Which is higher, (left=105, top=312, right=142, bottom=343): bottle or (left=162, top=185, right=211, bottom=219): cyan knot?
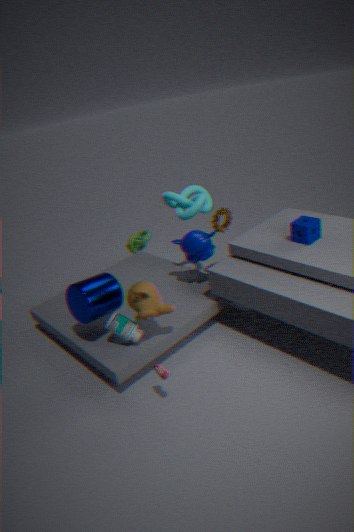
(left=162, top=185, right=211, bottom=219): cyan knot
